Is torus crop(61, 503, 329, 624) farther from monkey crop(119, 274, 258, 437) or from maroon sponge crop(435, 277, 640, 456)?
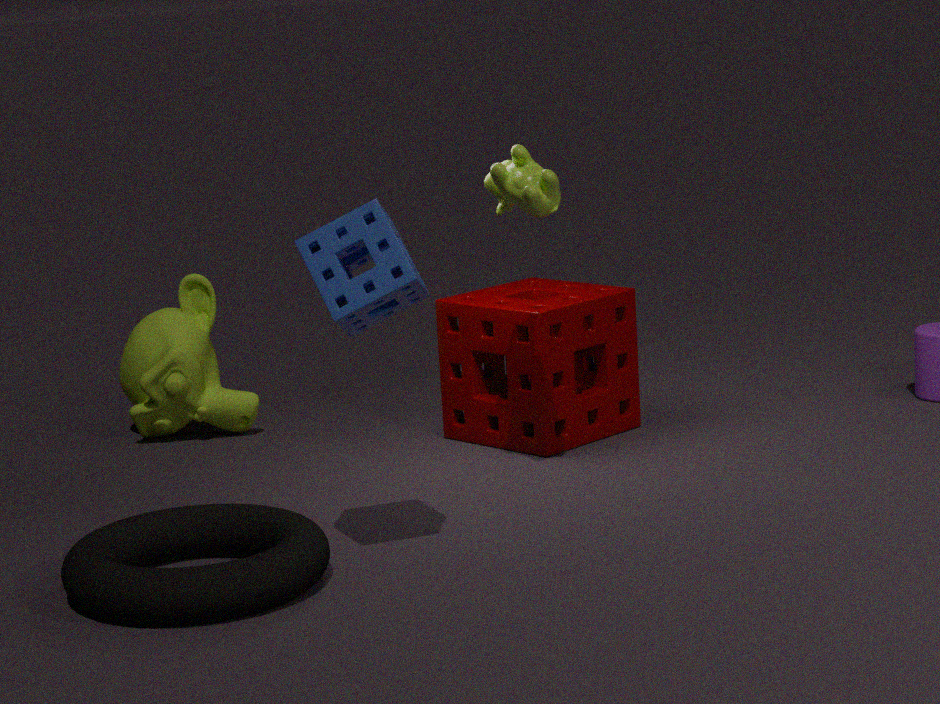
monkey crop(119, 274, 258, 437)
